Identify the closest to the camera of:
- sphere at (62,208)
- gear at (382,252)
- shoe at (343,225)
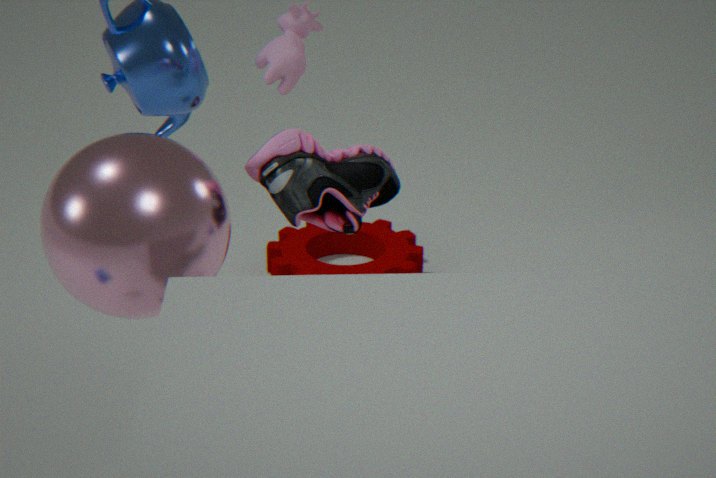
sphere at (62,208)
